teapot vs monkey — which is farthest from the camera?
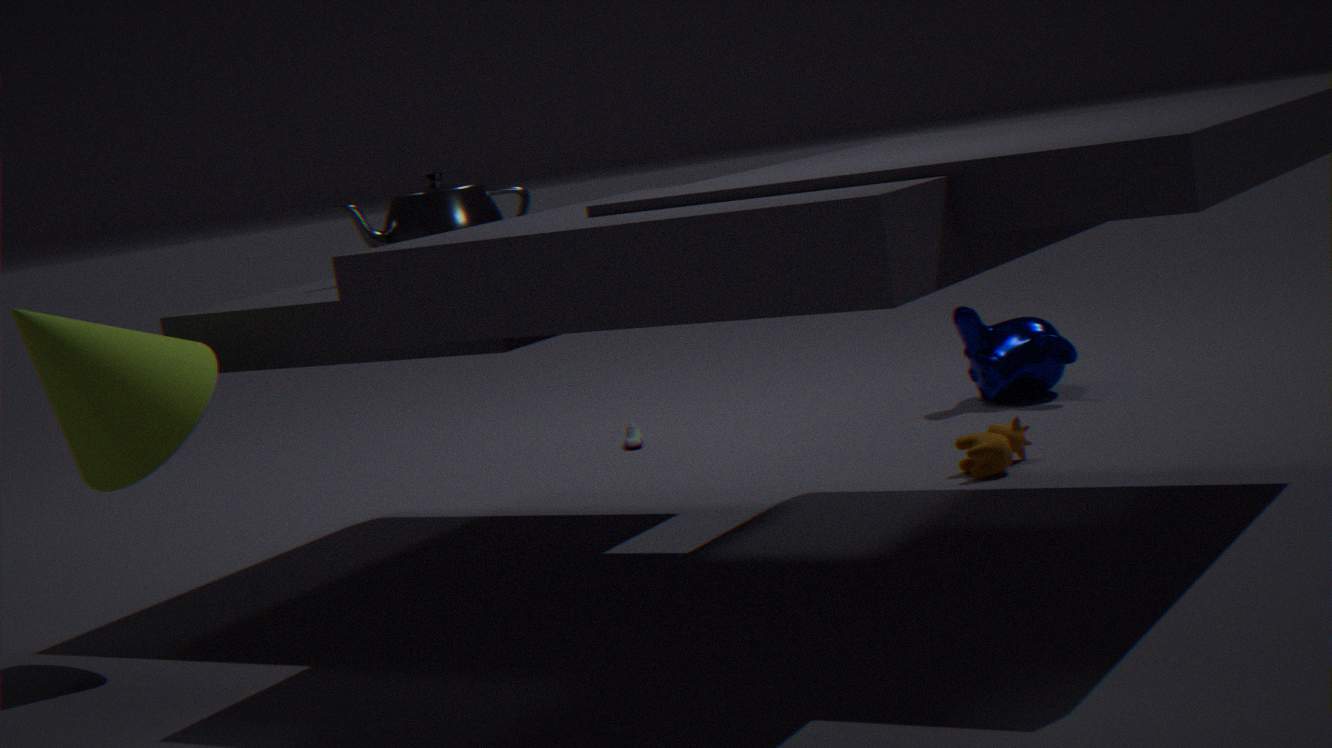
monkey
